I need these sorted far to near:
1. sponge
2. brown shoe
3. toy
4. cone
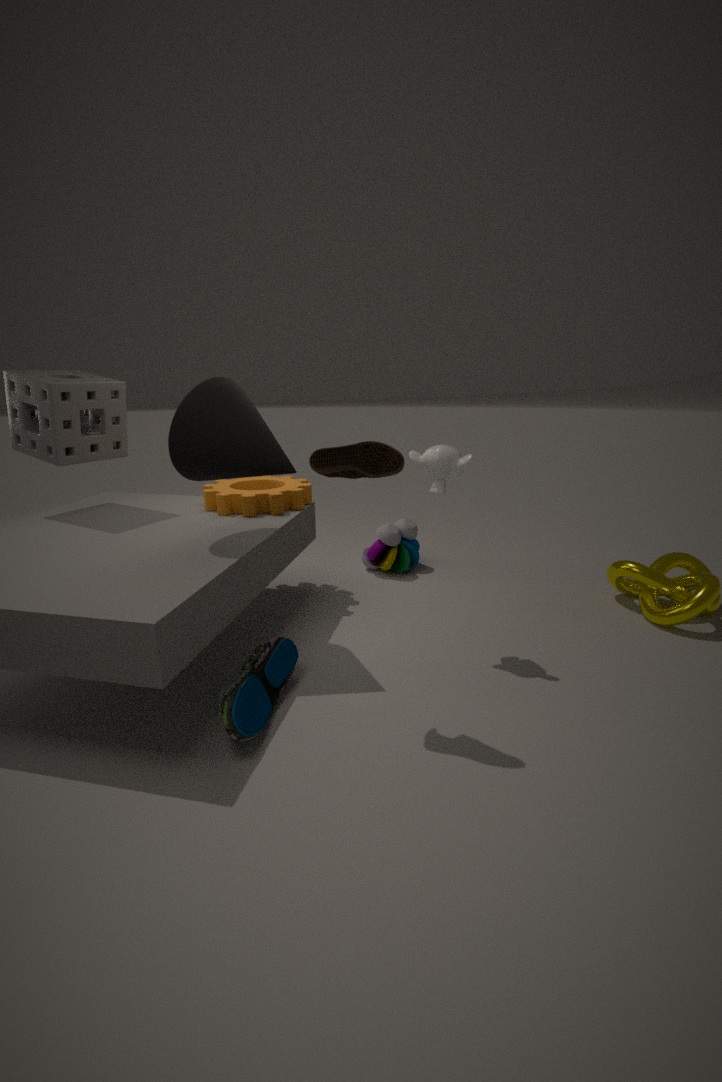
1. toy
2. sponge
3. cone
4. brown shoe
